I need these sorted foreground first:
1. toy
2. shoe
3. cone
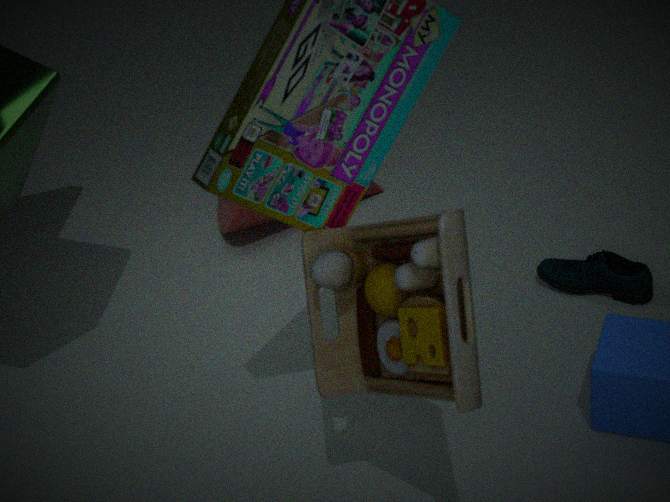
toy, shoe, cone
